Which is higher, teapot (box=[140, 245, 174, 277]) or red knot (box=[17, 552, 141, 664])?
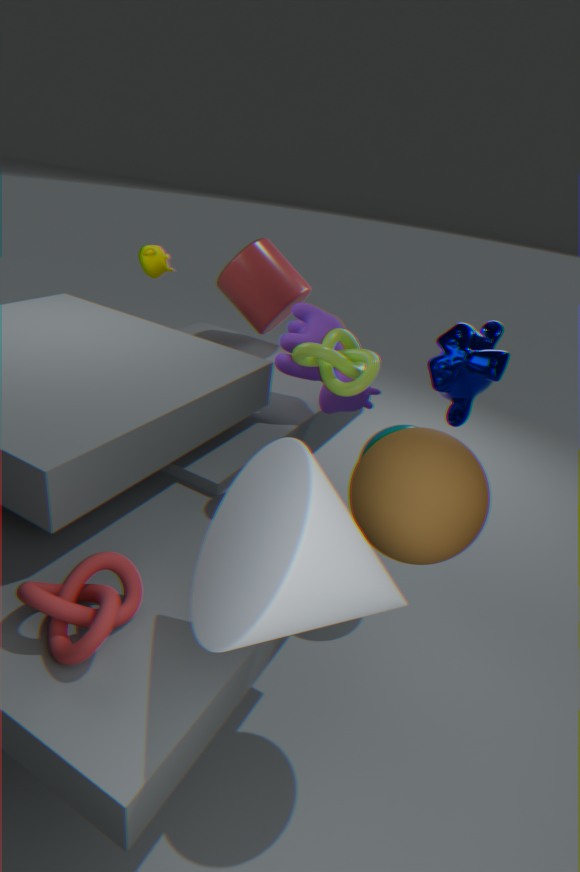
teapot (box=[140, 245, 174, 277])
